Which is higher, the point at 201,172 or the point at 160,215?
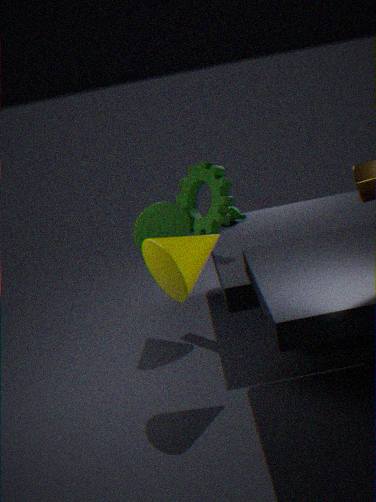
the point at 201,172
